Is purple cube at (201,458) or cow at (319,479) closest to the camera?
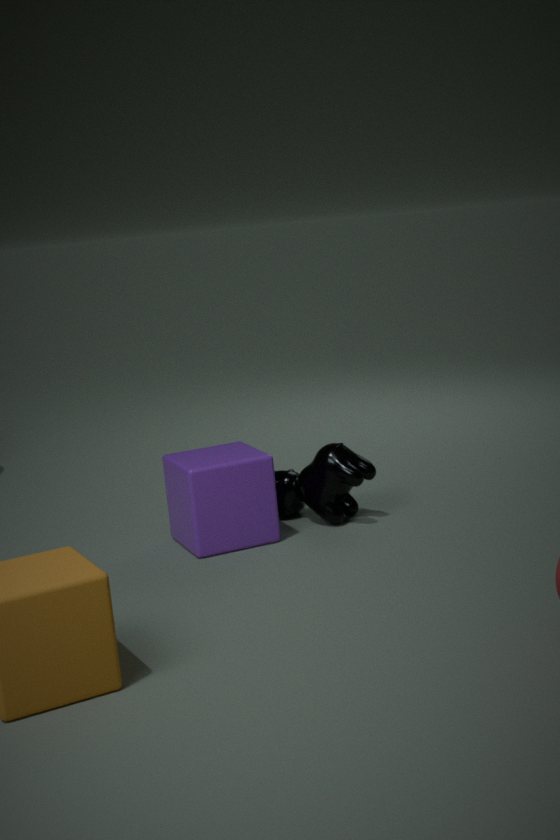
purple cube at (201,458)
